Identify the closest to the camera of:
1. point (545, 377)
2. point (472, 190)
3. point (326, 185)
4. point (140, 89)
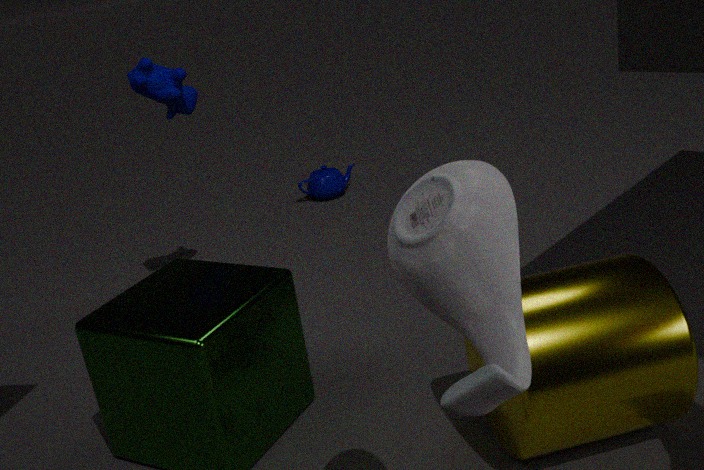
point (472, 190)
